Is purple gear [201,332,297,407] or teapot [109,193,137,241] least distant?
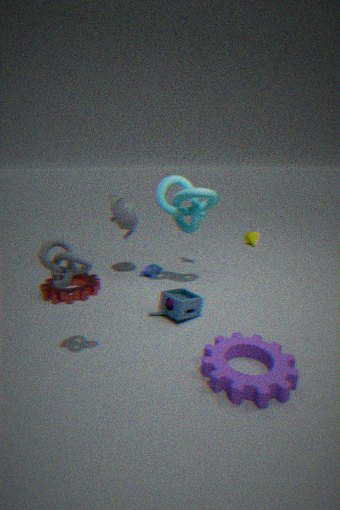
purple gear [201,332,297,407]
